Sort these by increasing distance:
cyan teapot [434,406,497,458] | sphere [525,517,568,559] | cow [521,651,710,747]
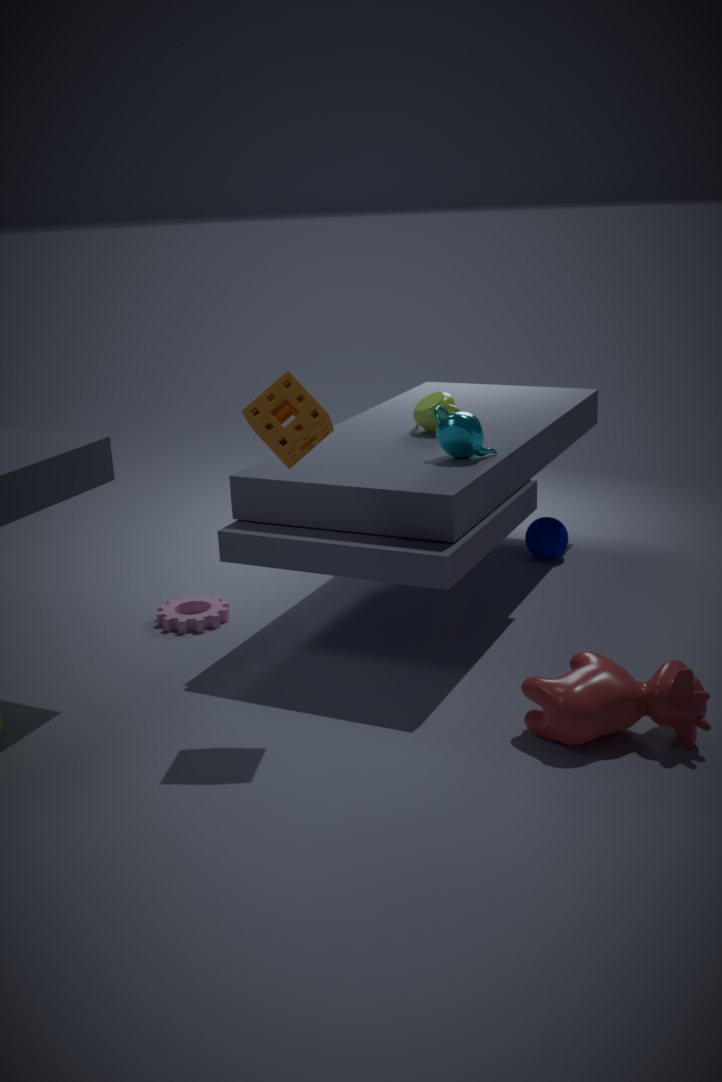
cow [521,651,710,747], cyan teapot [434,406,497,458], sphere [525,517,568,559]
